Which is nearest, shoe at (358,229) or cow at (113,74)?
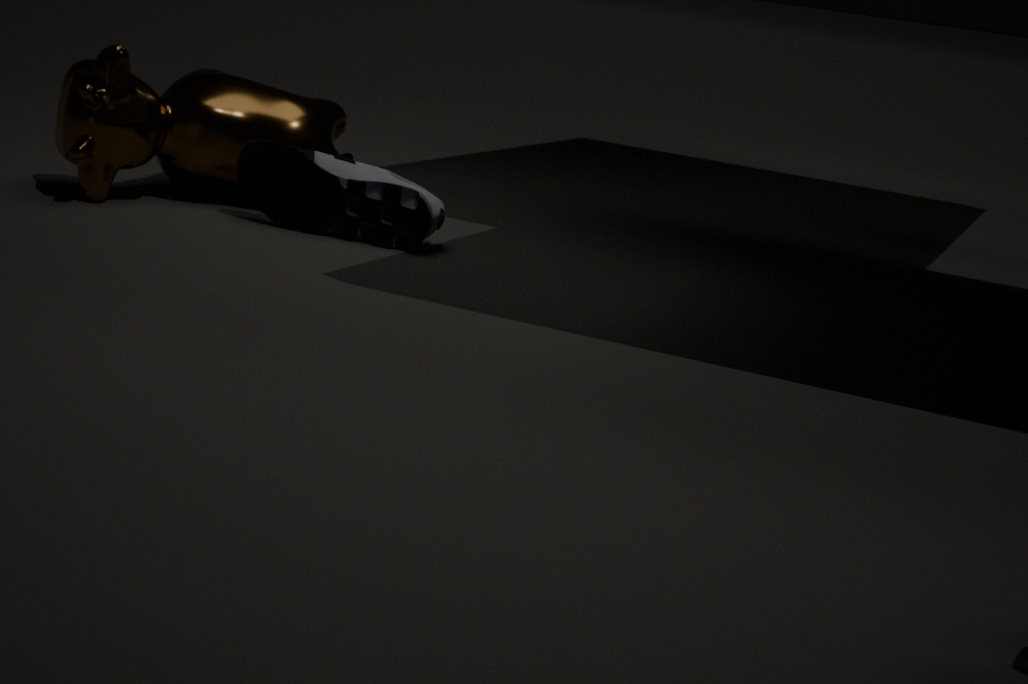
shoe at (358,229)
